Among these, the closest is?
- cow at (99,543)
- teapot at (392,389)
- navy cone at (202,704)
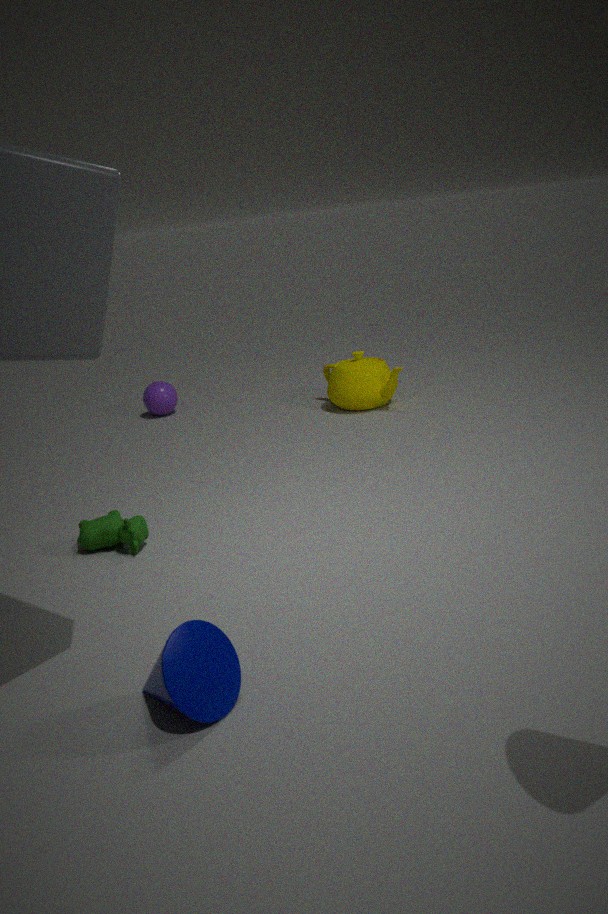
navy cone at (202,704)
